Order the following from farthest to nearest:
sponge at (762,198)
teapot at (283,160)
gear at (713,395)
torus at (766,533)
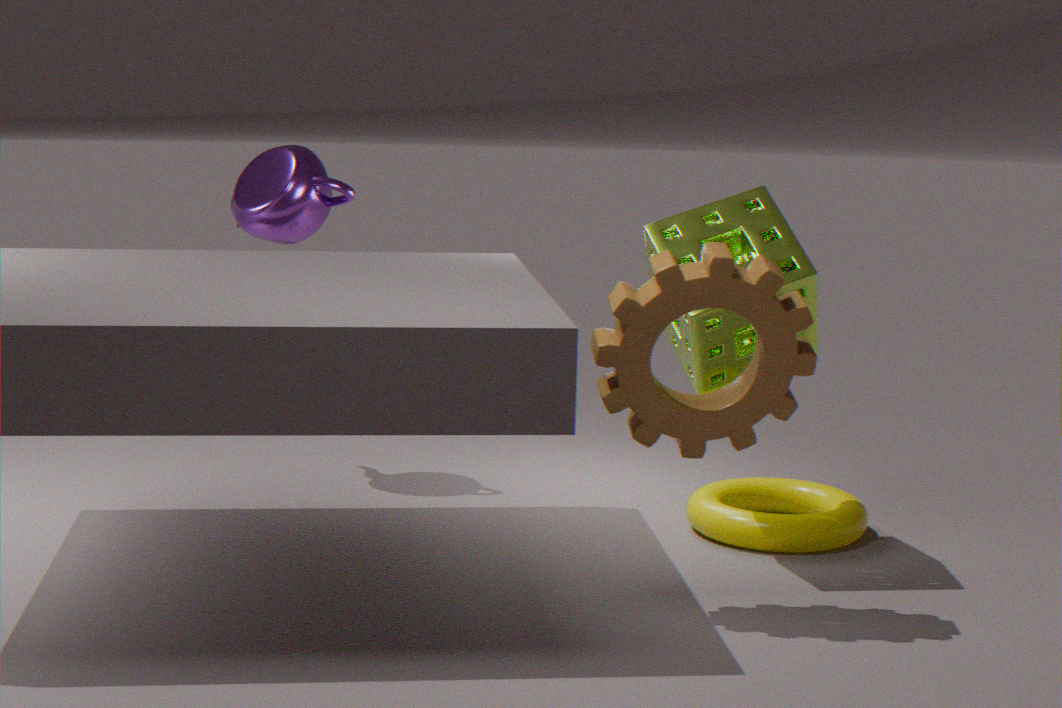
teapot at (283,160) → torus at (766,533) → sponge at (762,198) → gear at (713,395)
